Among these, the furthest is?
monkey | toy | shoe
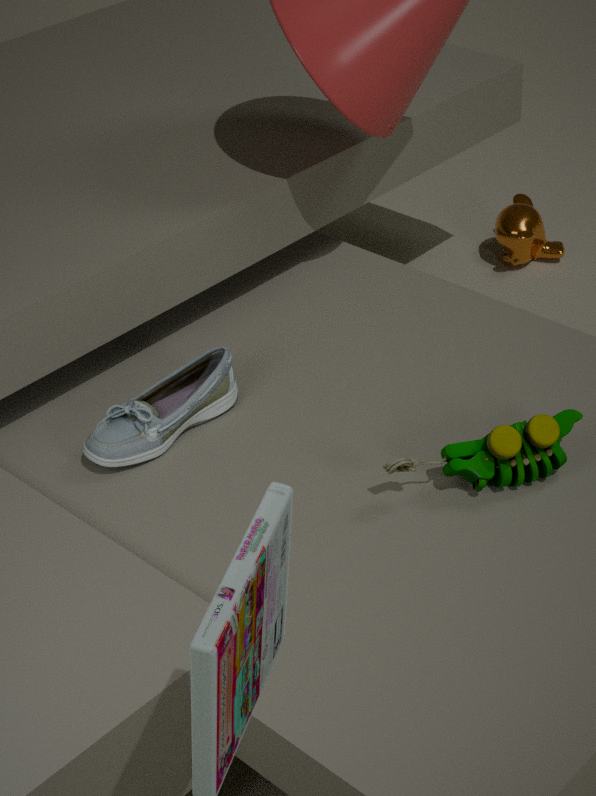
monkey
